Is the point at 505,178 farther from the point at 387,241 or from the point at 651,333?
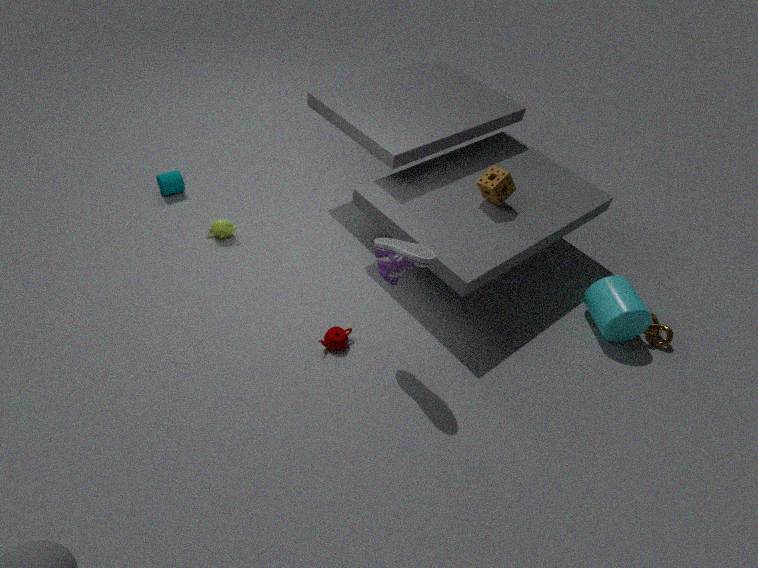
the point at 651,333
